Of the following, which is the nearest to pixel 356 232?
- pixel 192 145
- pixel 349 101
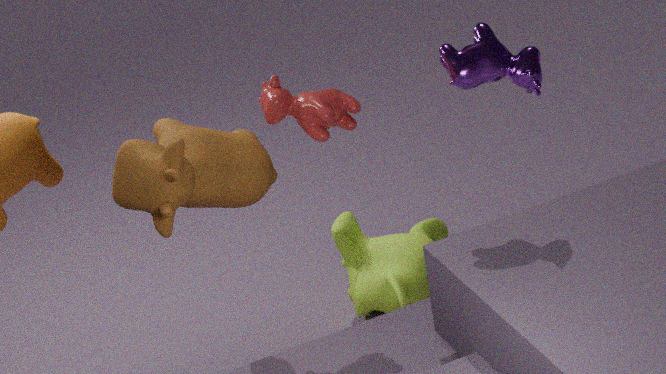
pixel 349 101
